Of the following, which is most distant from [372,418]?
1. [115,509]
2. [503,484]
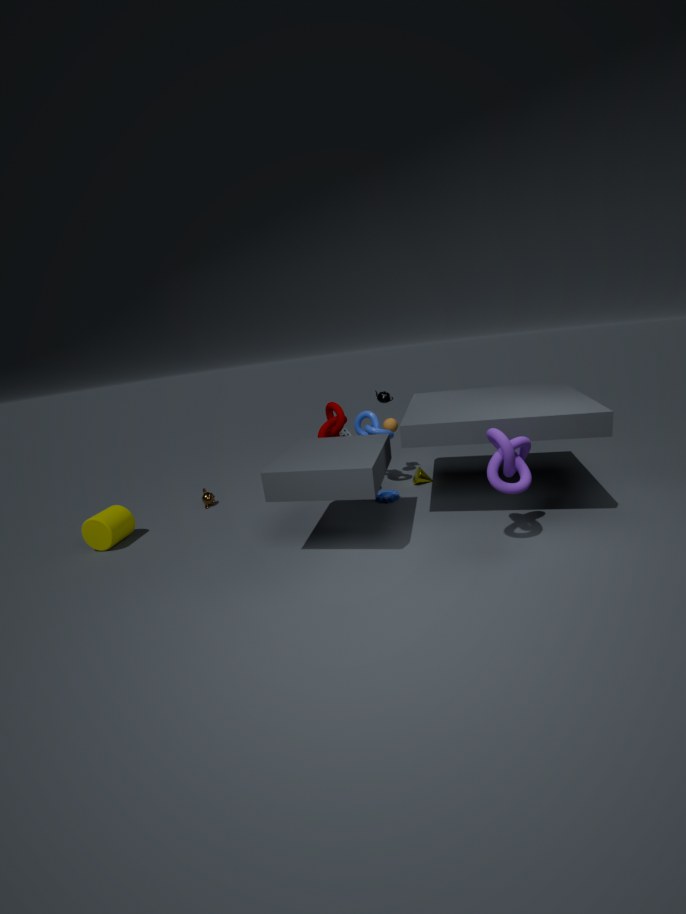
[115,509]
